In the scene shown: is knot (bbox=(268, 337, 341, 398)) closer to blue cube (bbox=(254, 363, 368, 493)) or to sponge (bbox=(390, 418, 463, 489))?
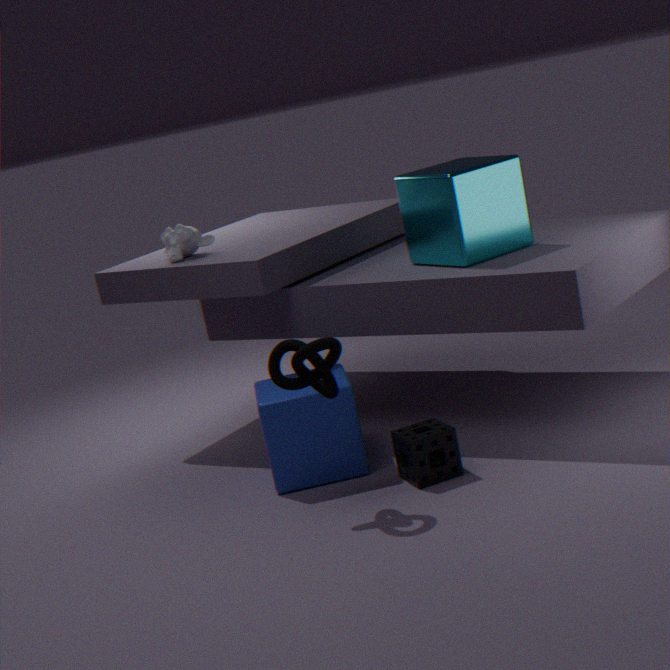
blue cube (bbox=(254, 363, 368, 493))
